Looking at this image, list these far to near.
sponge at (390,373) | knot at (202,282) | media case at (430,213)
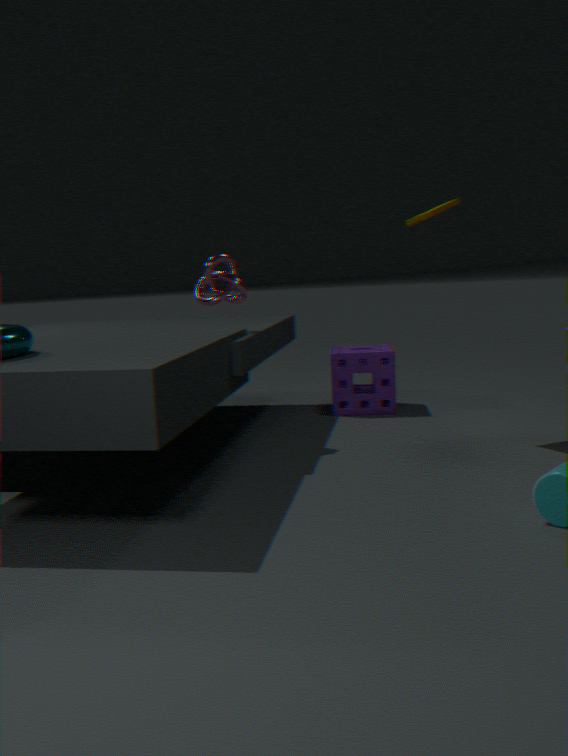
sponge at (390,373) → knot at (202,282) → media case at (430,213)
